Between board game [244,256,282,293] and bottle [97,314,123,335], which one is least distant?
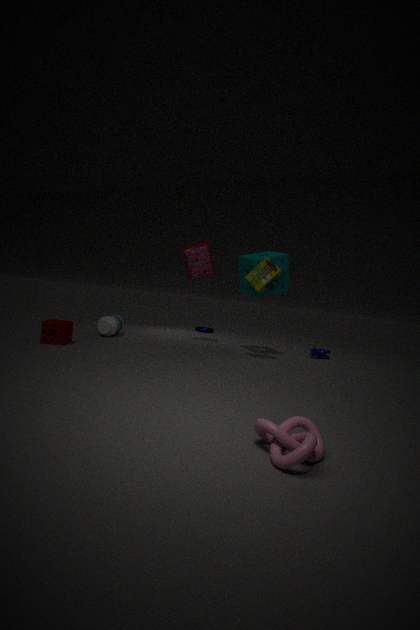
board game [244,256,282,293]
